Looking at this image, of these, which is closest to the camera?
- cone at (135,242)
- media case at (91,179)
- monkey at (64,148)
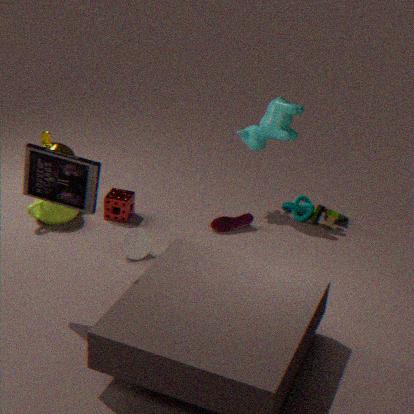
media case at (91,179)
